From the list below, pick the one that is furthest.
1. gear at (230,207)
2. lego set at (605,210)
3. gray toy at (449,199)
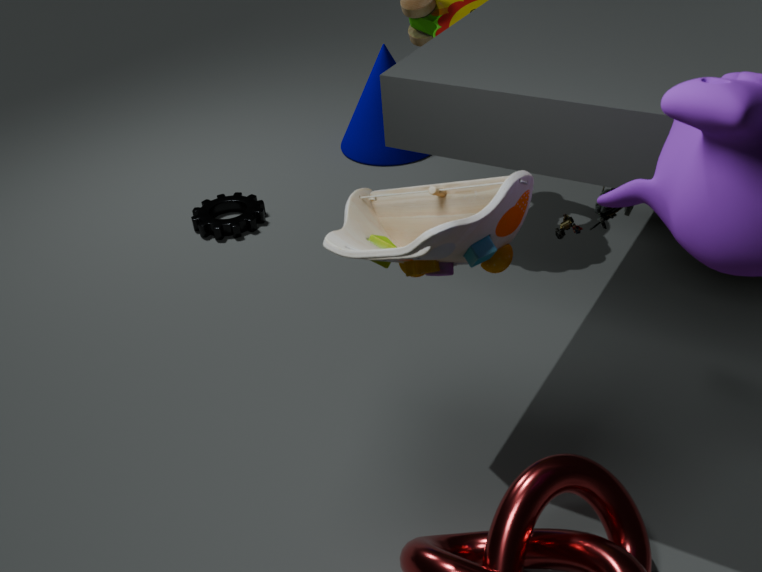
gear at (230,207)
